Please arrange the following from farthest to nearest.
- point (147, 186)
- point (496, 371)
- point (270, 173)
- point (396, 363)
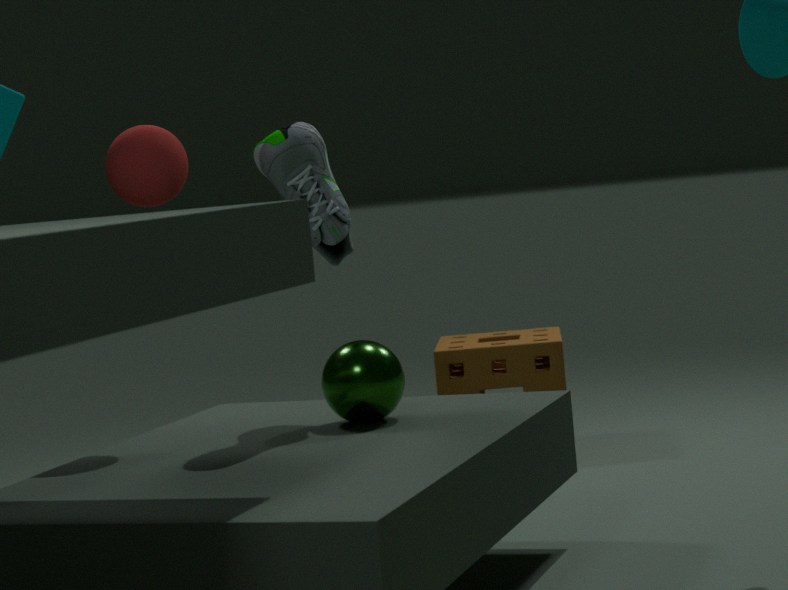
1. point (496, 371)
2. point (147, 186)
3. point (396, 363)
4. point (270, 173)
